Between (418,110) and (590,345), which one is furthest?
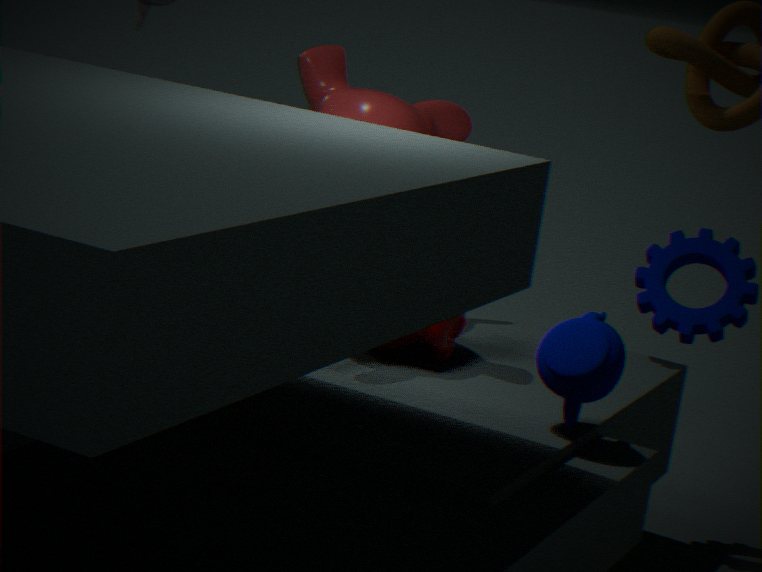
(418,110)
